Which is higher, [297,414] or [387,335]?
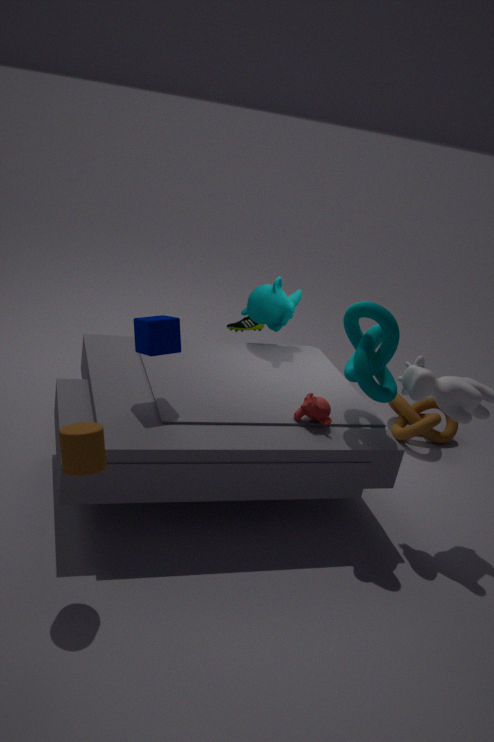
[387,335]
